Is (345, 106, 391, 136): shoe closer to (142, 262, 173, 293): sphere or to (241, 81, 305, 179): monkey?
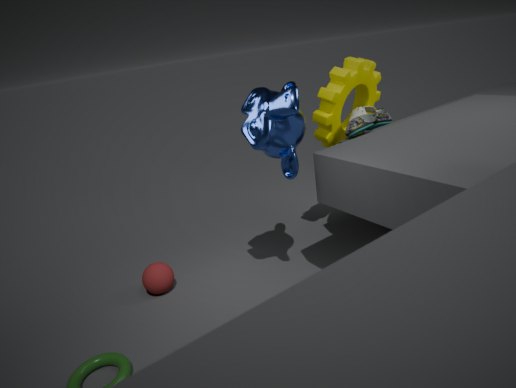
(241, 81, 305, 179): monkey
